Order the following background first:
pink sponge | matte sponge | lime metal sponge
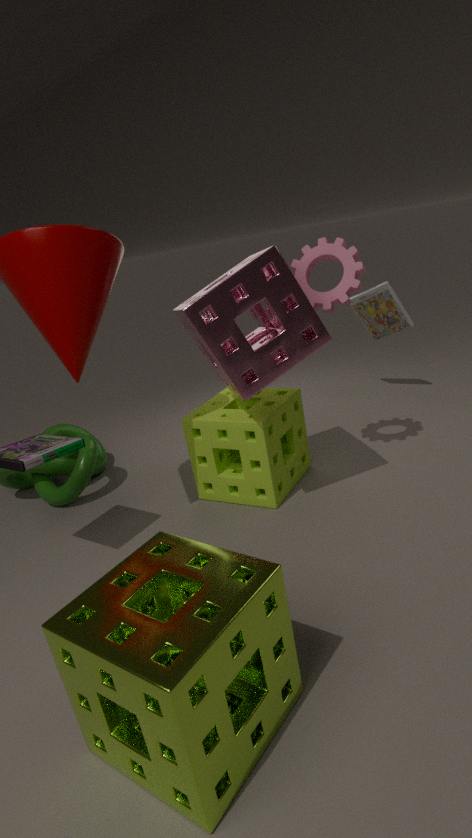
matte sponge → pink sponge → lime metal sponge
